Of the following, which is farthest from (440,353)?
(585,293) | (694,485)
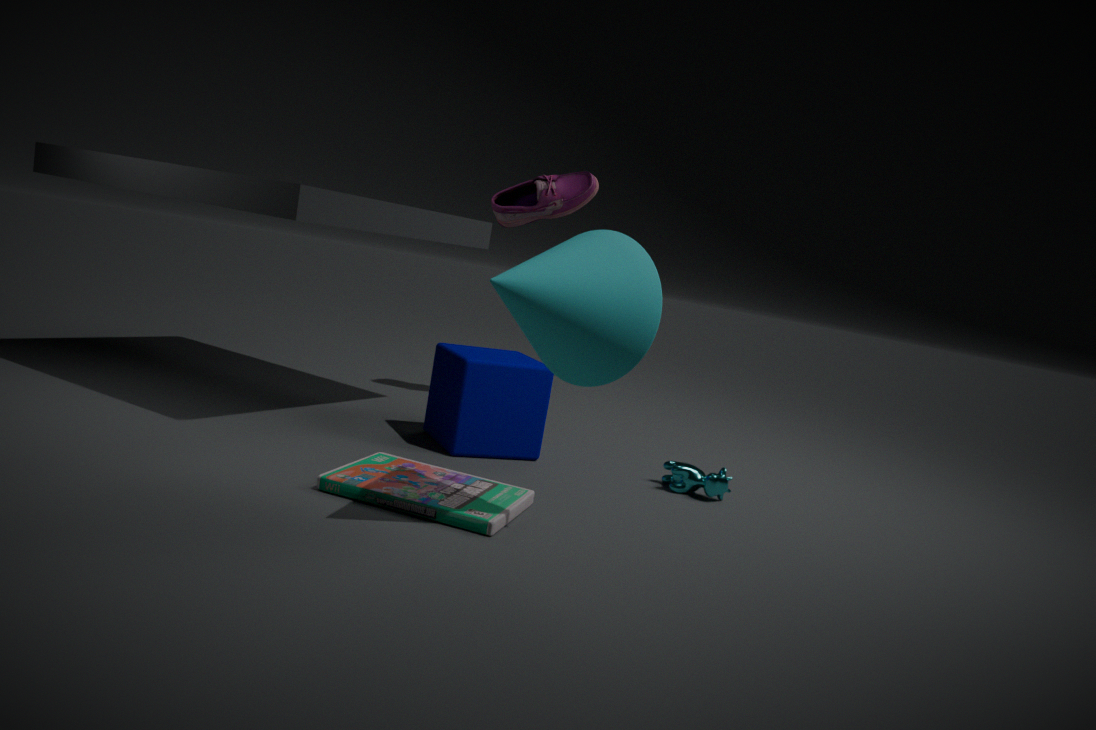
(585,293)
